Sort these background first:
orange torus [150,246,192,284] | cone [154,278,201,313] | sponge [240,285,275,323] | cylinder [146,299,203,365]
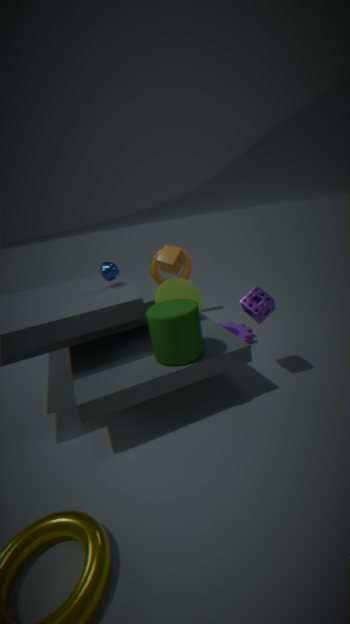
orange torus [150,246,192,284]
cone [154,278,201,313]
sponge [240,285,275,323]
cylinder [146,299,203,365]
